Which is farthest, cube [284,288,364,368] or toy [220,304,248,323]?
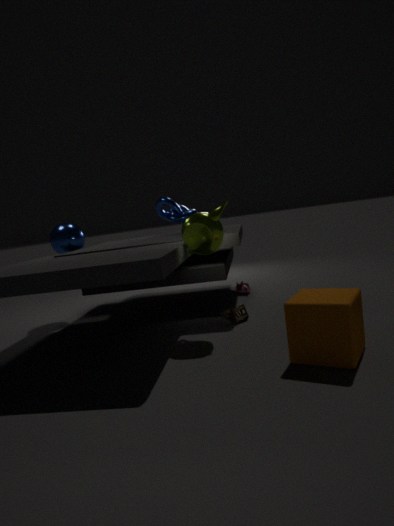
toy [220,304,248,323]
